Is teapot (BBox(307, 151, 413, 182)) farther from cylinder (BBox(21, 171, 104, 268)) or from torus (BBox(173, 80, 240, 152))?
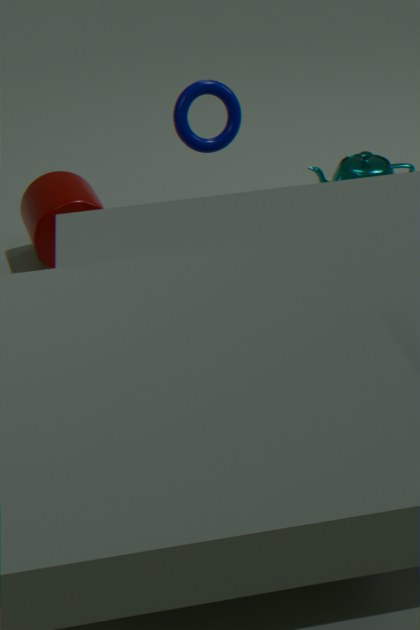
cylinder (BBox(21, 171, 104, 268))
